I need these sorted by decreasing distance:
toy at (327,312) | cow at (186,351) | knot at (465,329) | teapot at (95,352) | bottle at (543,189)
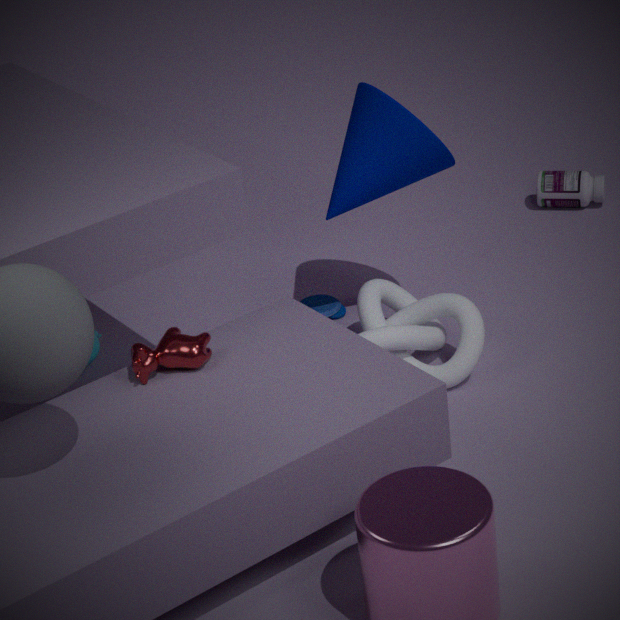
bottle at (543,189) < toy at (327,312) < teapot at (95,352) < knot at (465,329) < cow at (186,351)
